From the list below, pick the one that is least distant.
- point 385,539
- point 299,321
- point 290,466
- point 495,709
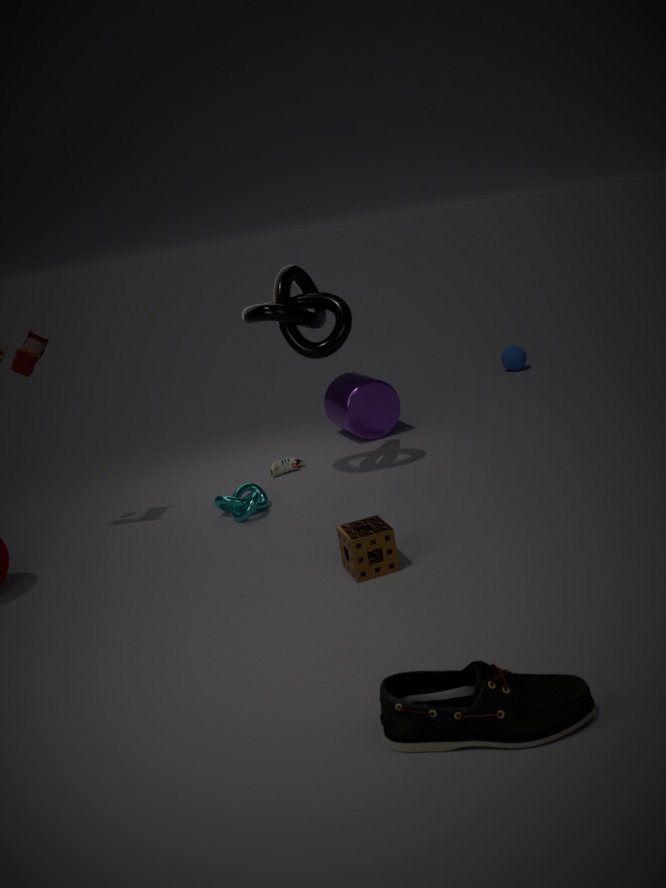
point 495,709
